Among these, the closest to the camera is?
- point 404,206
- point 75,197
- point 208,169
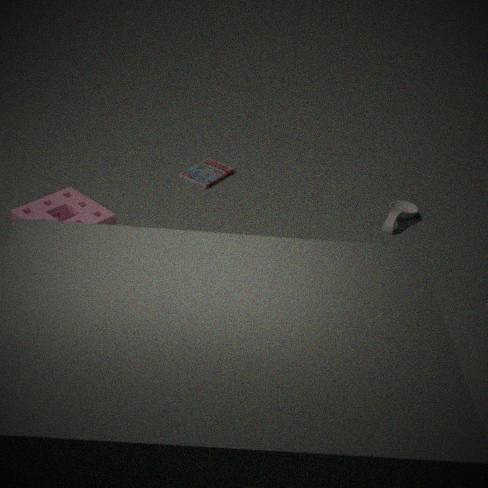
point 75,197
